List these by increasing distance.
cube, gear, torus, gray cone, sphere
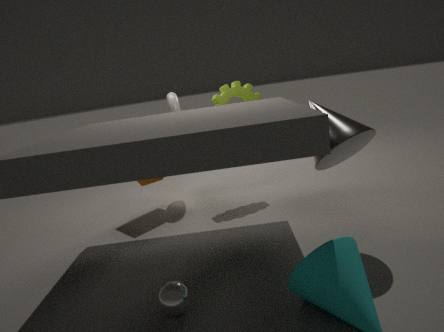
sphere < gray cone < cube < gear < torus
